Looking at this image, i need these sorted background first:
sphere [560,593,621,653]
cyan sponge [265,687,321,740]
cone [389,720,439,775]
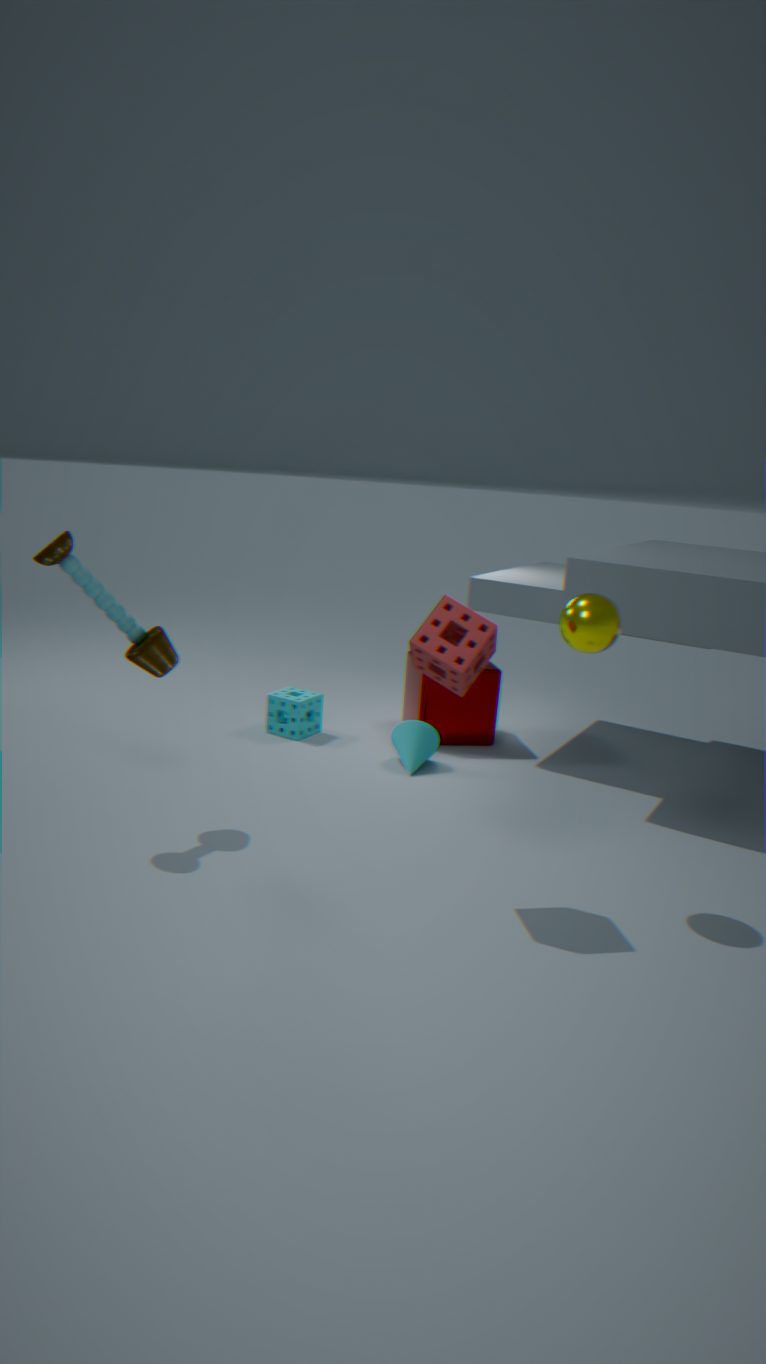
cyan sponge [265,687,321,740]
cone [389,720,439,775]
sphere [560,593,621,653]
